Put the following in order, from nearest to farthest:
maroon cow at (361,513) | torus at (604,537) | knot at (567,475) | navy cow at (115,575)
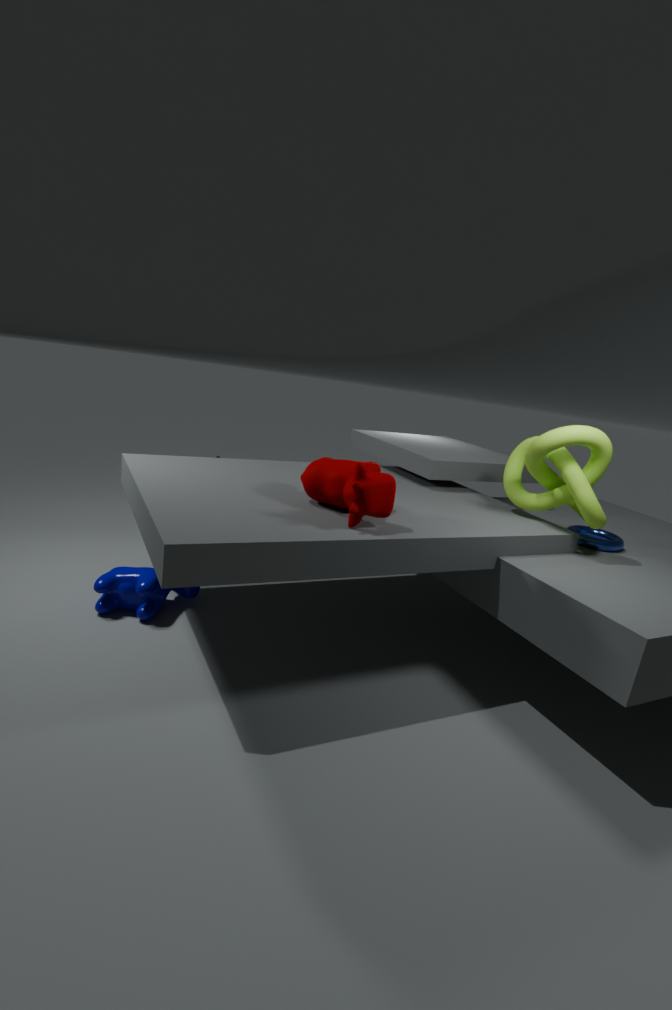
1. maroon cow at (361,513)
2. knot at (567,475)
3. navy cow at (115,575)
4. torus at (604,537)
